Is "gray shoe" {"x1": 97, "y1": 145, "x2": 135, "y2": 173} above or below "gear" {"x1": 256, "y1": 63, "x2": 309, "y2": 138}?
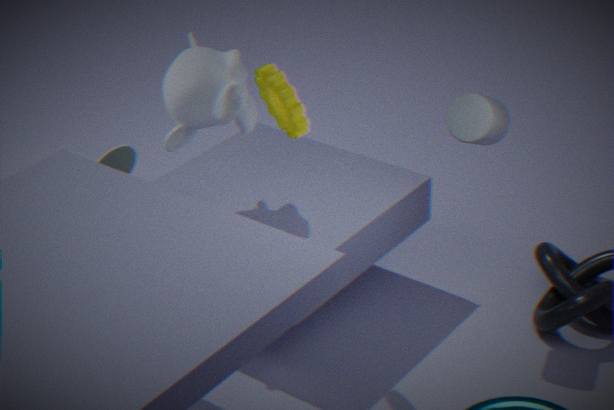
below
